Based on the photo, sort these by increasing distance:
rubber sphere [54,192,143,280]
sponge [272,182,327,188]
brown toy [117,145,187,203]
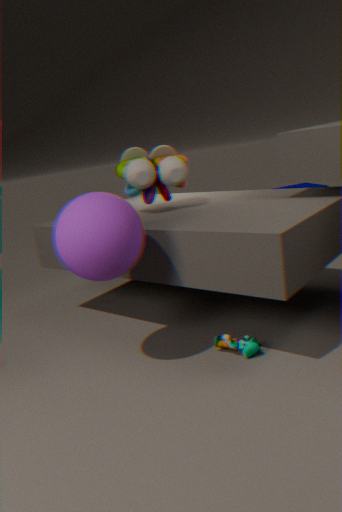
rubber sphere [54,192,143,280] → brown toy [117,145,187,203] → sponge [272,182,327,188]
